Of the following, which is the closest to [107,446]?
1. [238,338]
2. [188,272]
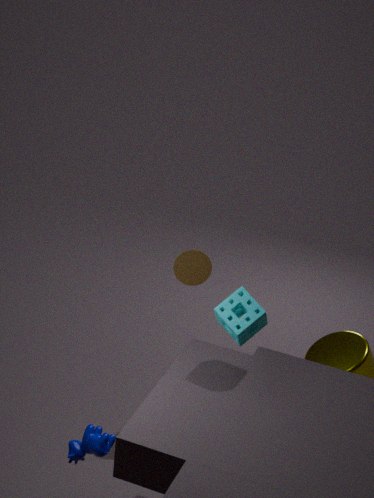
[238,338]
